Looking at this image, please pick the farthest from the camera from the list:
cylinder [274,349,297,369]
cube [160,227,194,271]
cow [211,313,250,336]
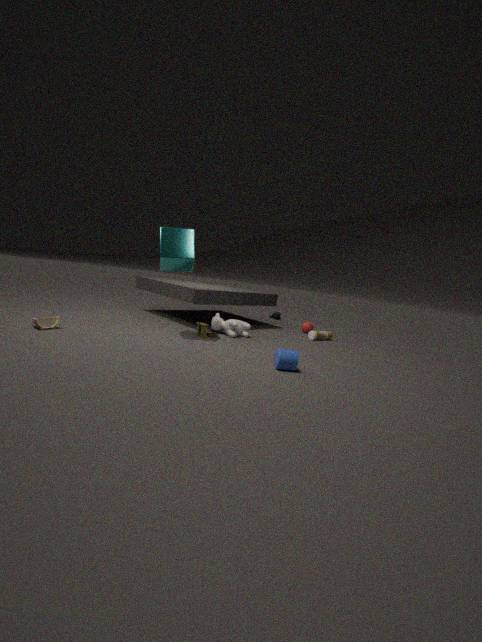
cow [211,313,250,336]
